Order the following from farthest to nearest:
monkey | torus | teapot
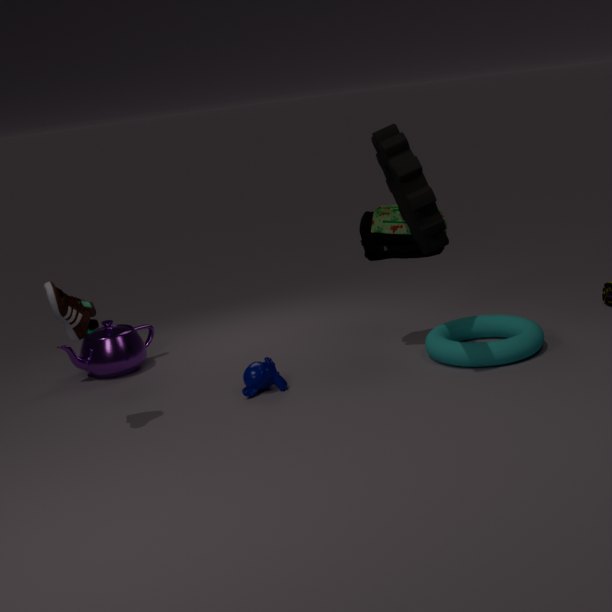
teapot, monkey, torus
